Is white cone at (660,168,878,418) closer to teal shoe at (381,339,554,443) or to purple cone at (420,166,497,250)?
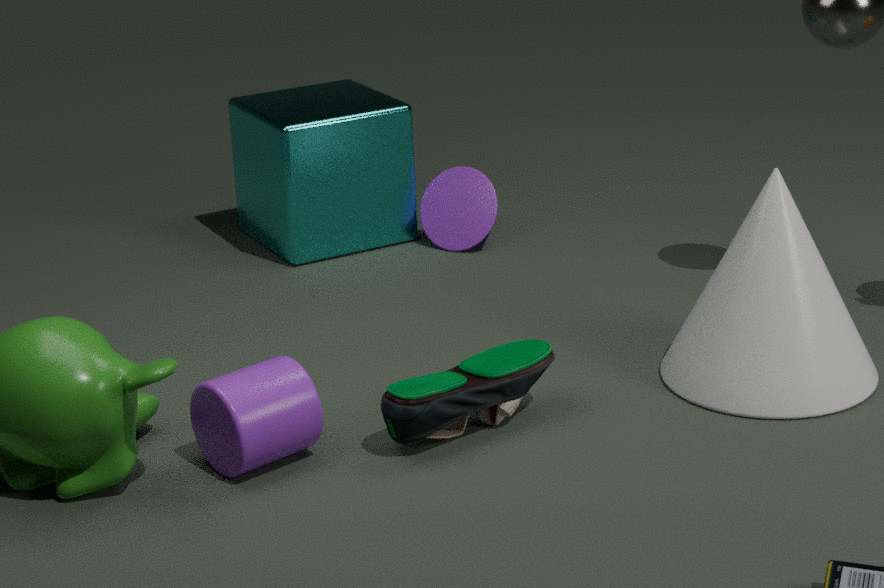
teal shoe at (381,339,554,443)
